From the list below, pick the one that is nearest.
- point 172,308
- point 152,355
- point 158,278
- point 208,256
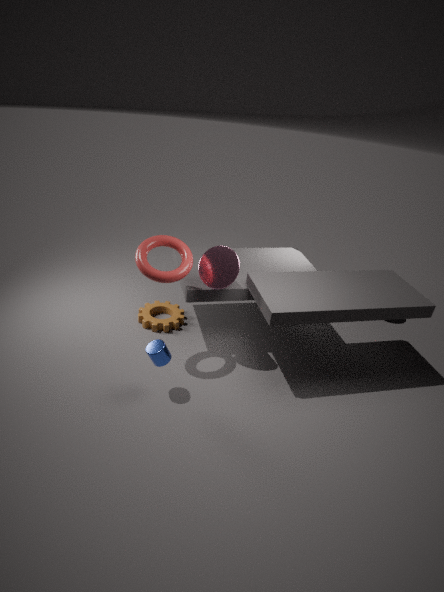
point 152,355
